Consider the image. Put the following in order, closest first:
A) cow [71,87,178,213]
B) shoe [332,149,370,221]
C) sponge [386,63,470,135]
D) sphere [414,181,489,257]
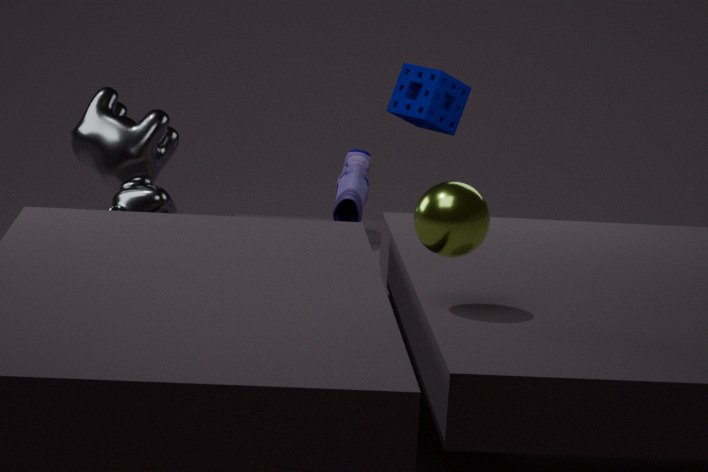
sphere [414,181,489,257]
cow [71,87,178,213]
shoe [332,149,370,221]
sponge [386,63,470,135]
